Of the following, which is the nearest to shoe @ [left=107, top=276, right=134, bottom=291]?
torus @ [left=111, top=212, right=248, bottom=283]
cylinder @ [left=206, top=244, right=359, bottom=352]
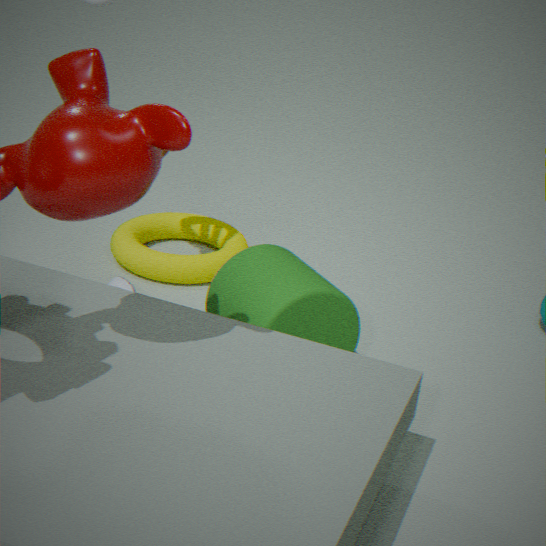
cylinder @ [left=206, top=244, right=359, bottom=352]
